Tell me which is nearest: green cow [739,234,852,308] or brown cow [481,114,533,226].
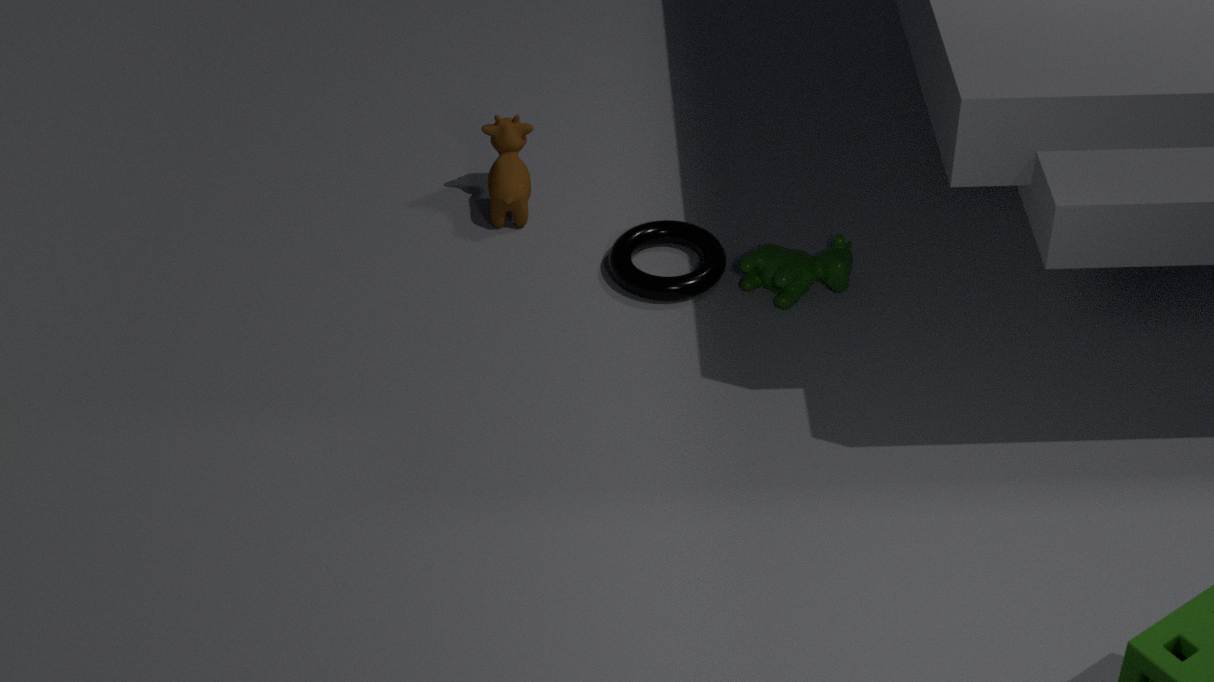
green cow [739,234,852,308]
